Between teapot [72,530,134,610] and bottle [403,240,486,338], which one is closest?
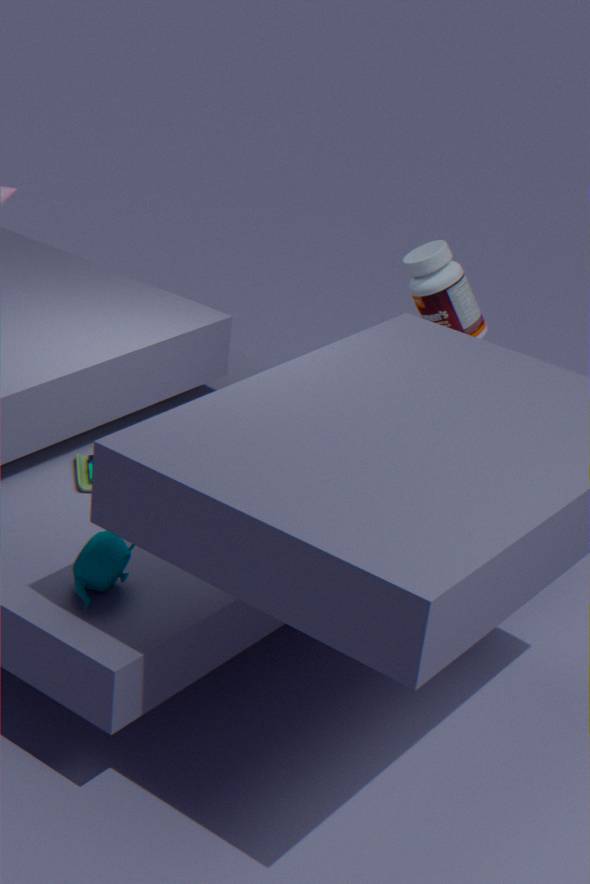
teapot [72,530,134,610]
